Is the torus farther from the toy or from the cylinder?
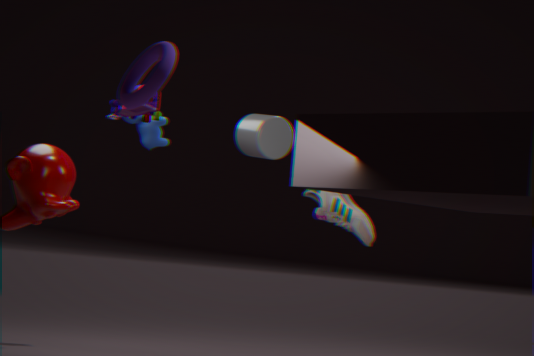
the toy
